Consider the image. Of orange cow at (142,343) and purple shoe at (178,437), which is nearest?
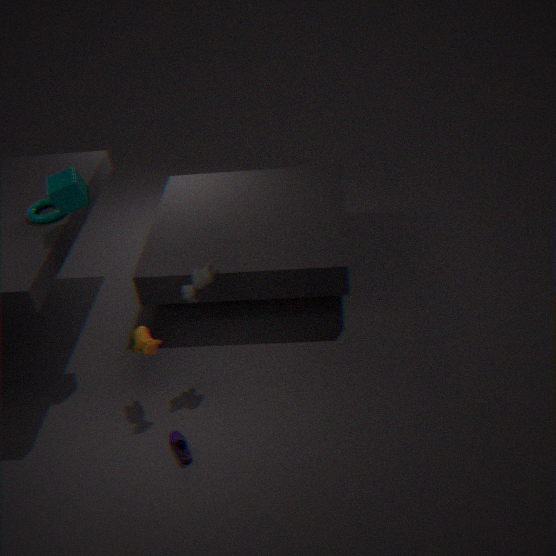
purple shoe at (178,437)
